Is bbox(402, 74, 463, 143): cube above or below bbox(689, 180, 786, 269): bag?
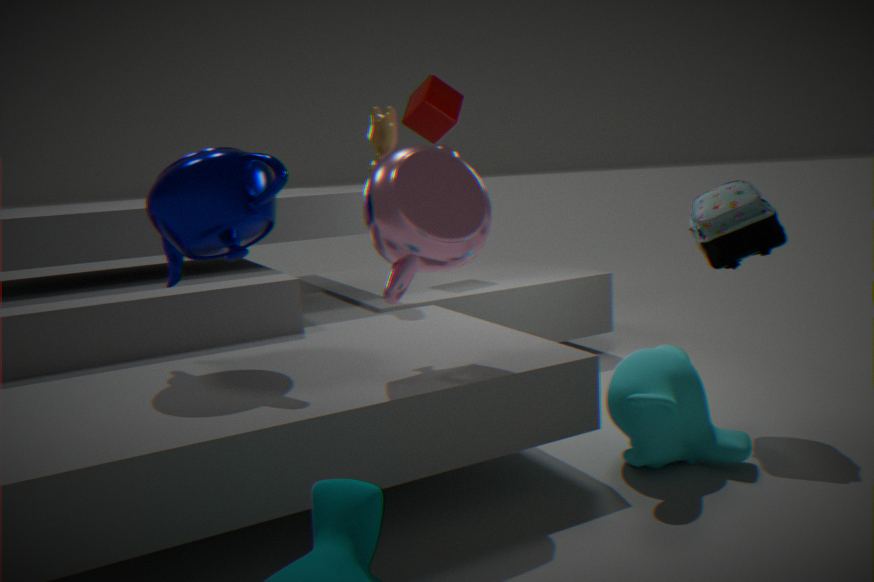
above
